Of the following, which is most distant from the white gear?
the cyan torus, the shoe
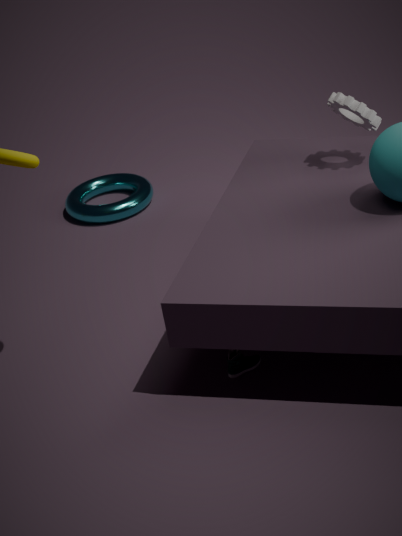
the cyan torus
